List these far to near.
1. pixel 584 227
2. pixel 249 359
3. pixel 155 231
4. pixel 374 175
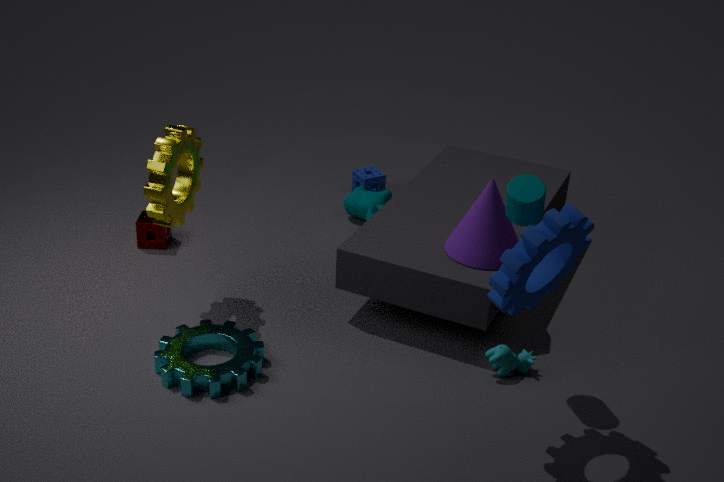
pixel 374 175
pixel 155 231
pixel 249 359
pixel 584 227
